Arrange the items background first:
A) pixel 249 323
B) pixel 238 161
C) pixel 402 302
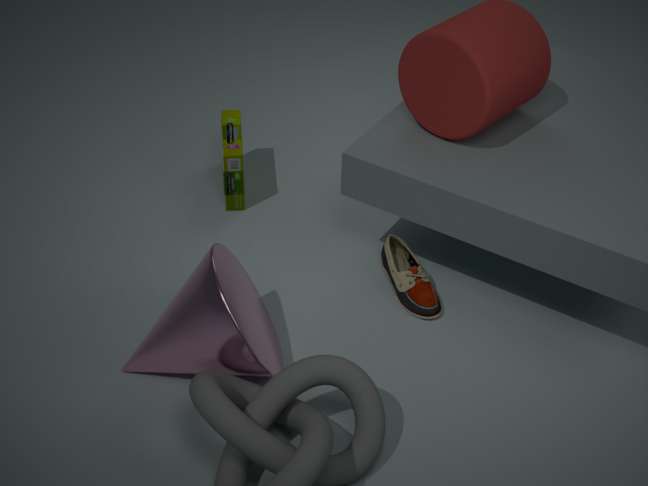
pixel 238 161, pixel 402 302, pixel 249 323
